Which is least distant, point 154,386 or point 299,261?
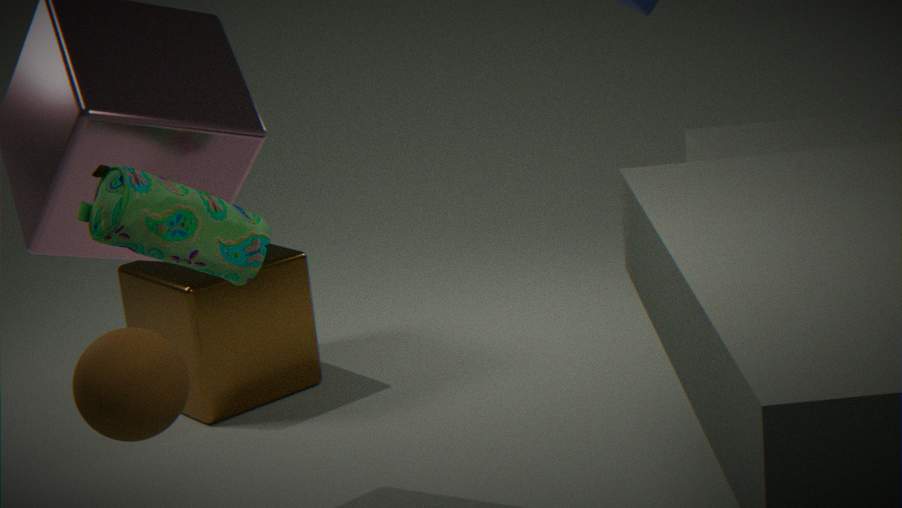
point 154,386
